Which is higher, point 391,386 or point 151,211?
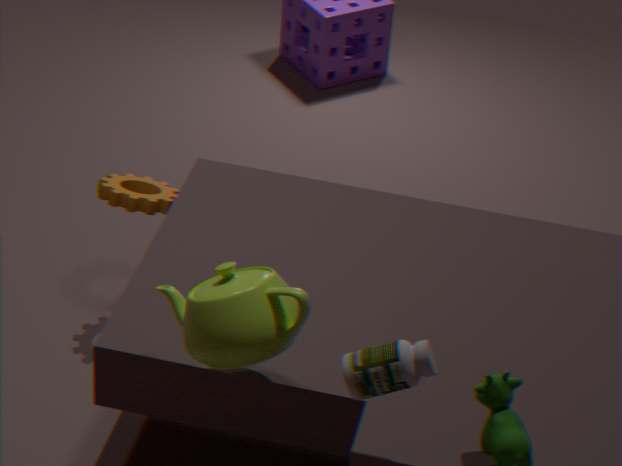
point 391,386
